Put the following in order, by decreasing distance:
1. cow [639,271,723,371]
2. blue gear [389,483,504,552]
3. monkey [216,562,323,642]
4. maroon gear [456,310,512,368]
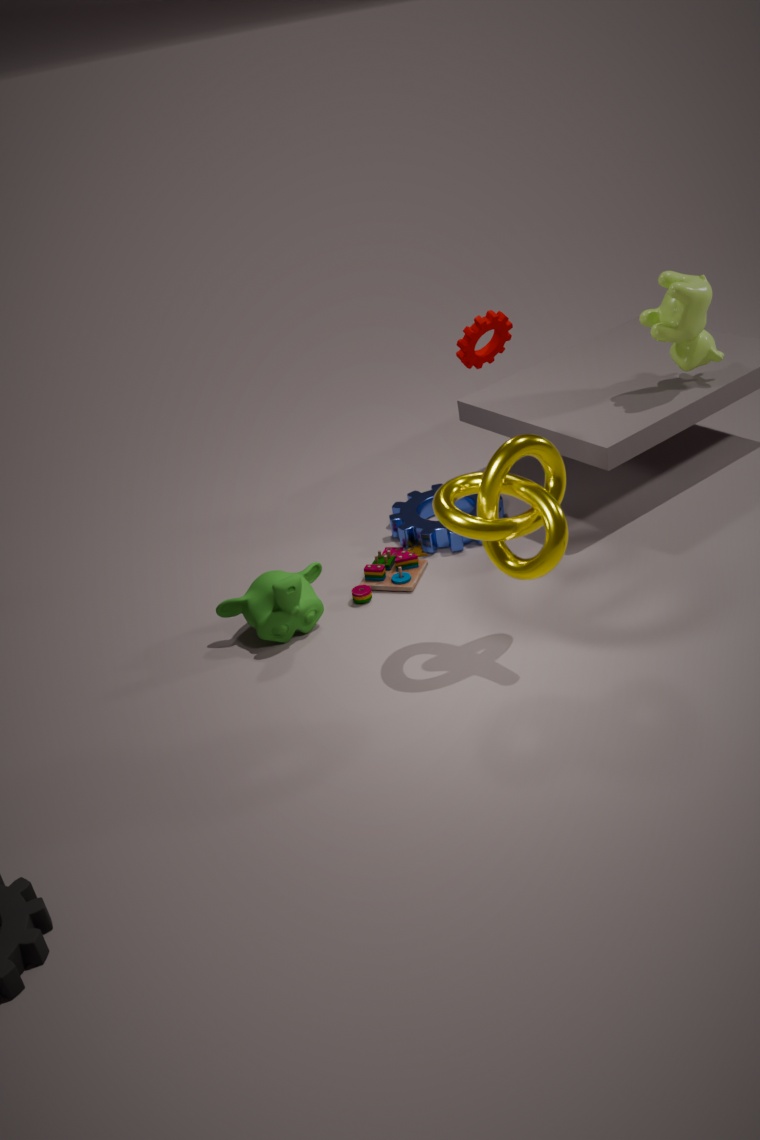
blue gear [389,483,504,552]
cow [639,271,723,371]
maroon gear [456,310,512,368]
monkey [216,562,323,642]
